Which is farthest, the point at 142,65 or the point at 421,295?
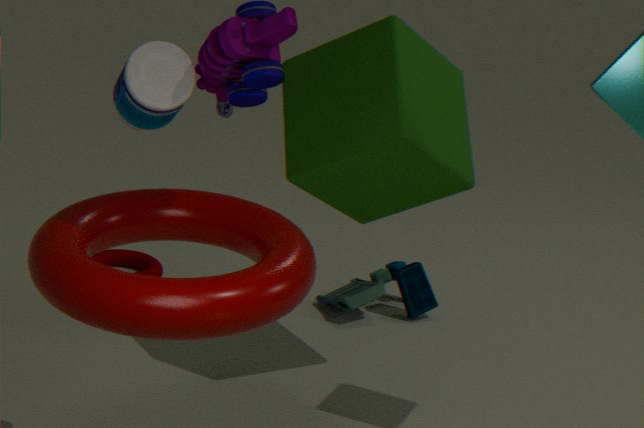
the point at 421,295
